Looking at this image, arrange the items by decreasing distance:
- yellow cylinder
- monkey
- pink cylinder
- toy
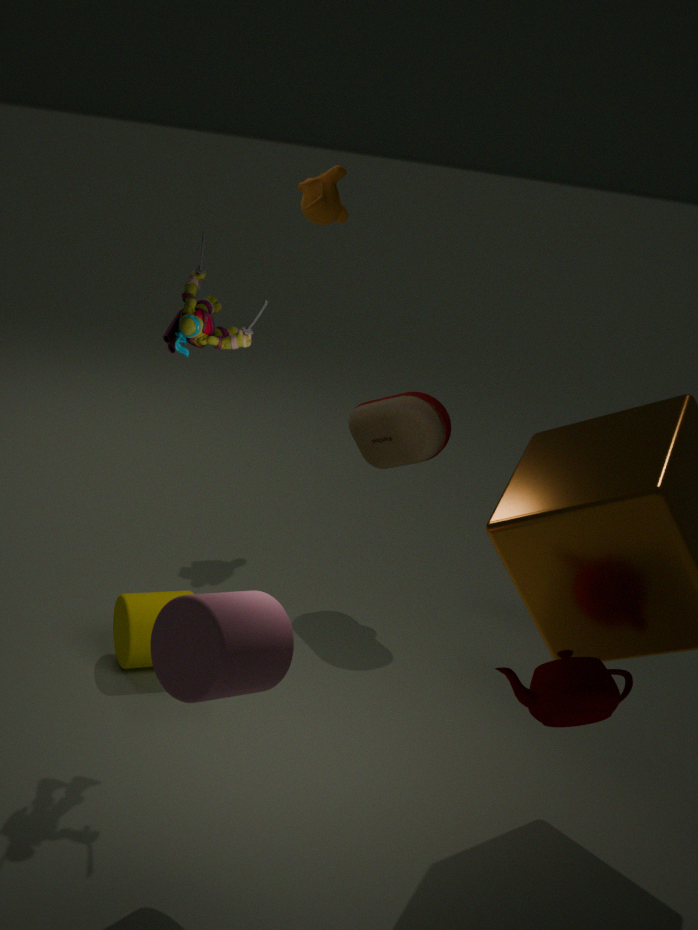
monkey < toy < yellow cylinder < pink cylinder
